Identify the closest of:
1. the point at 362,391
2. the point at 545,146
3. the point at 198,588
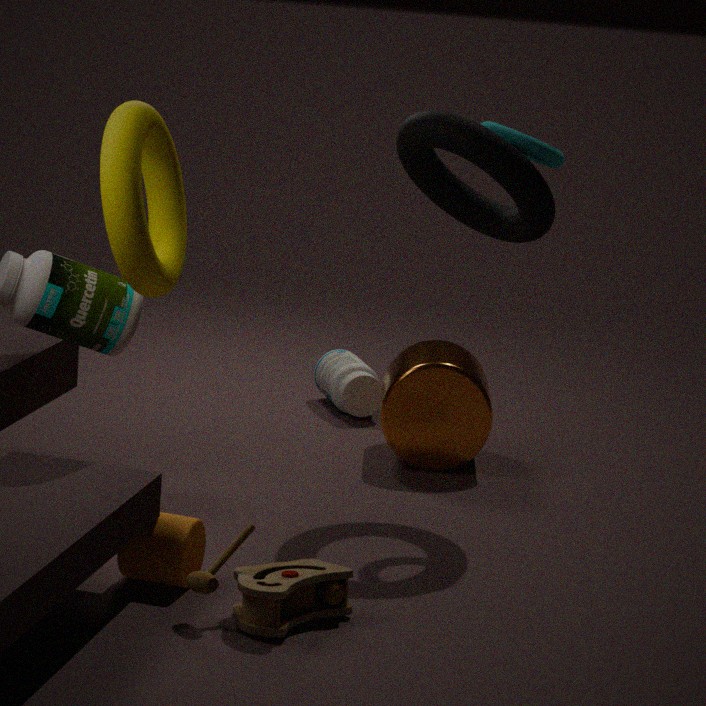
the point at 198,588
